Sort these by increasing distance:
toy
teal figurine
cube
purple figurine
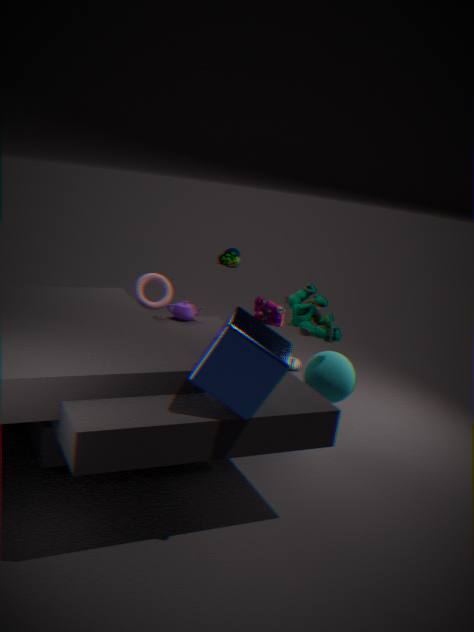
cube
teal figurine
purple figurine
toy
